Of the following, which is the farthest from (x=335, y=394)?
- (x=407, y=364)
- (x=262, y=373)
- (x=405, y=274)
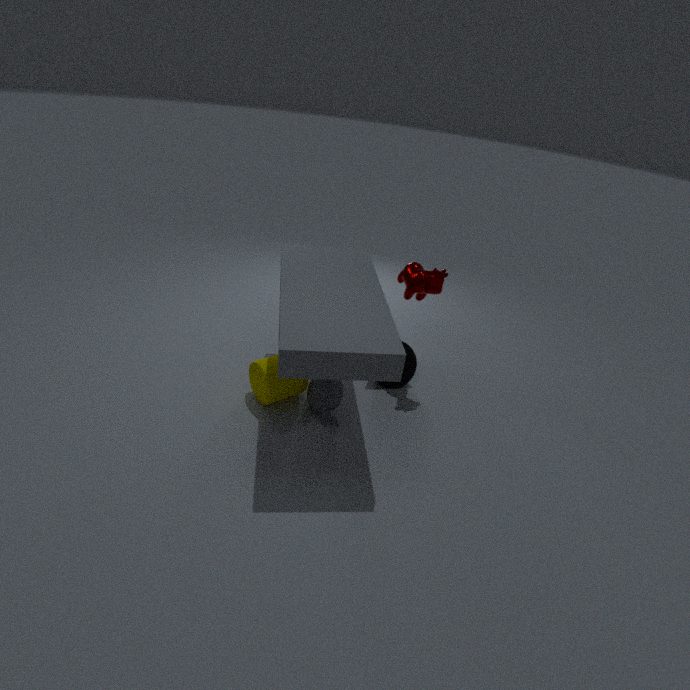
(x=405, y=274)
